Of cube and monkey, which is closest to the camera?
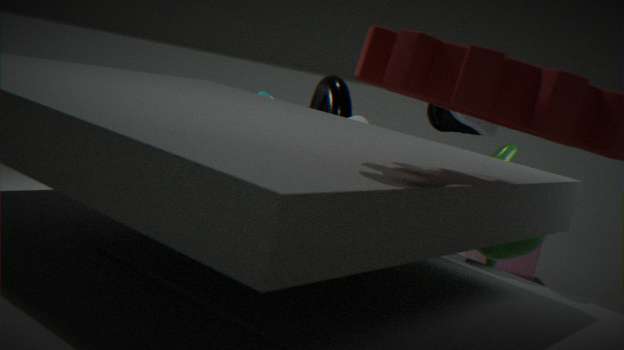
monkey
